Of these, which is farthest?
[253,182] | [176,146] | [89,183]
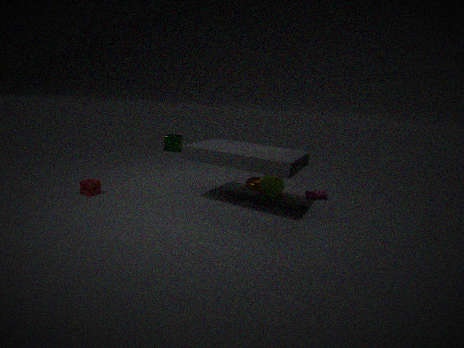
[176,146]
